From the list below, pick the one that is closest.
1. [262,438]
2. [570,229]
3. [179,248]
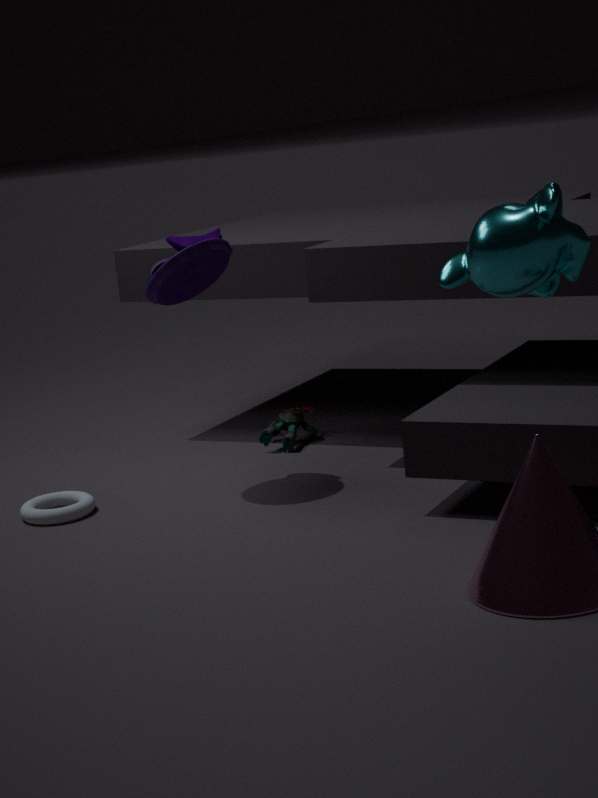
[570,229]
